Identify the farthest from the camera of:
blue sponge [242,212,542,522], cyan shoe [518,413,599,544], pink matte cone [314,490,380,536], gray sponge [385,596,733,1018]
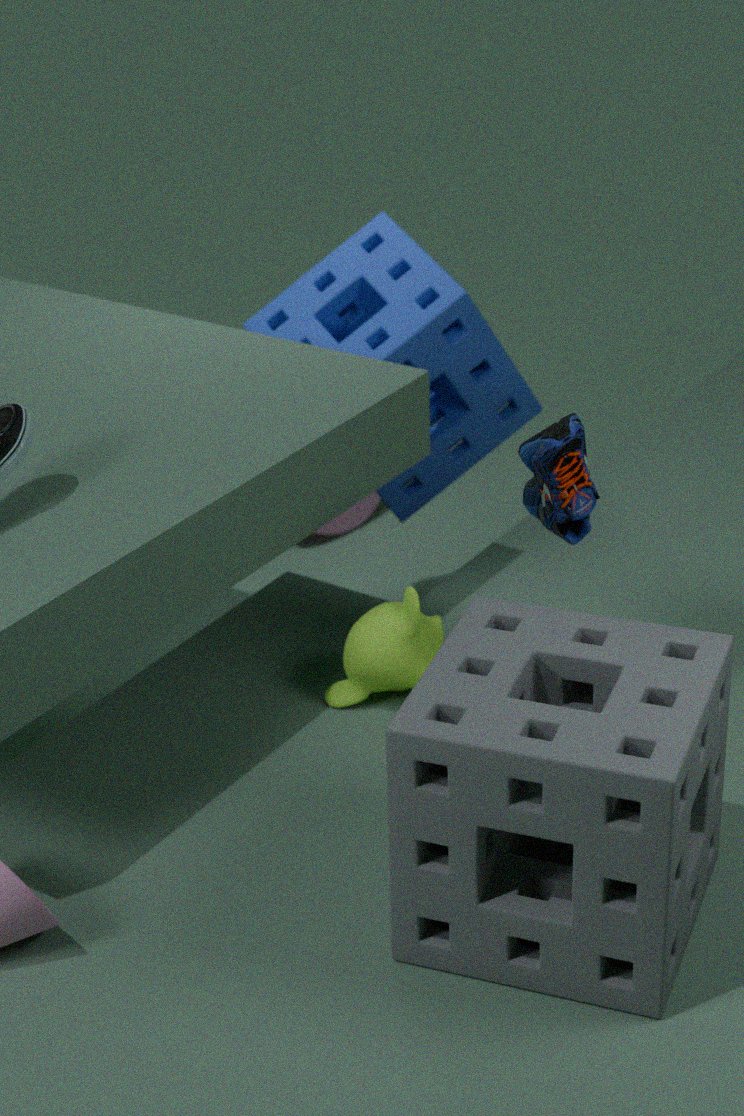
pink matte cone [314,490,380,536]
